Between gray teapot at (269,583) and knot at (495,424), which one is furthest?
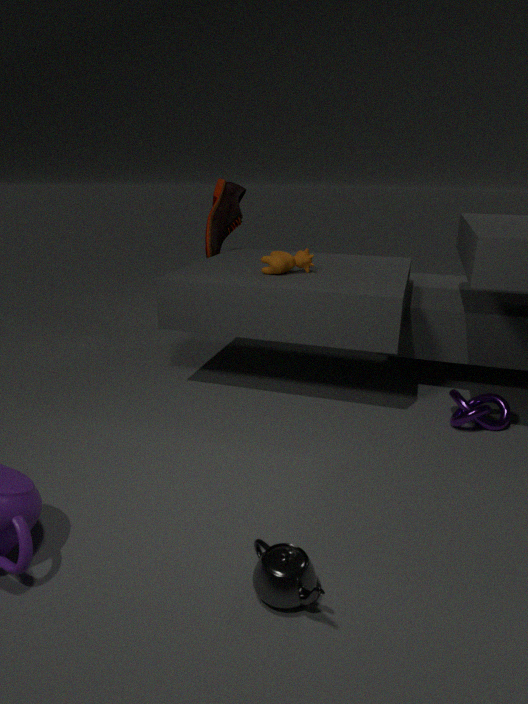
knot at (495,424)
